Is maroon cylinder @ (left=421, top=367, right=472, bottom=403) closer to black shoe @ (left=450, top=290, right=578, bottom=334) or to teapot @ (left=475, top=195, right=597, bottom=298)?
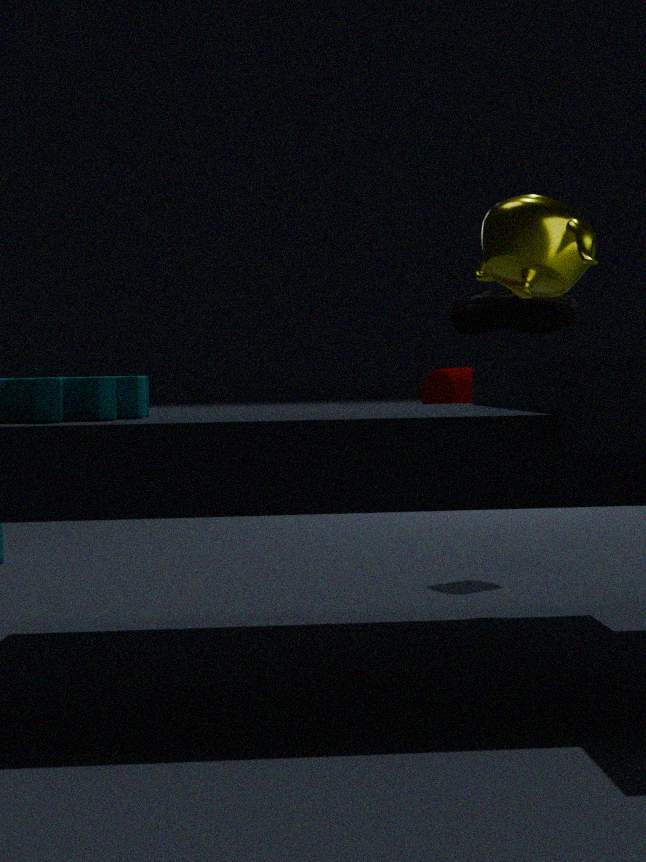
black shoe @ (left=450, top=290, right=578, bottom=334)
